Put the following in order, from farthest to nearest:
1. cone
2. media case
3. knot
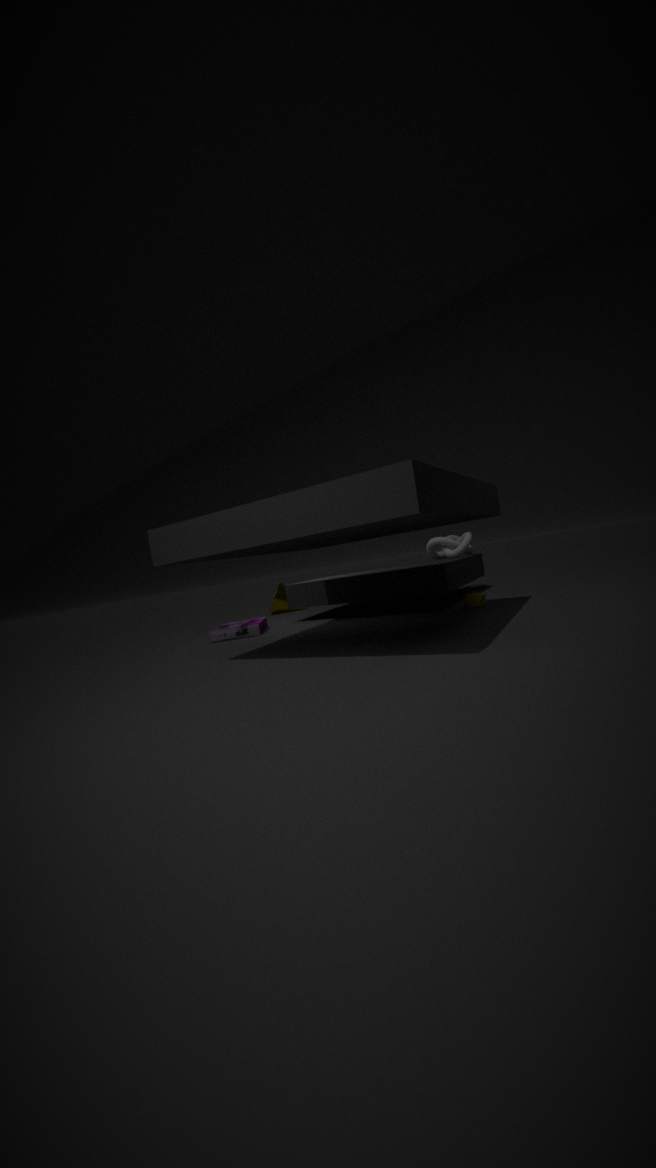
1. cone
2. knot
3. media case
